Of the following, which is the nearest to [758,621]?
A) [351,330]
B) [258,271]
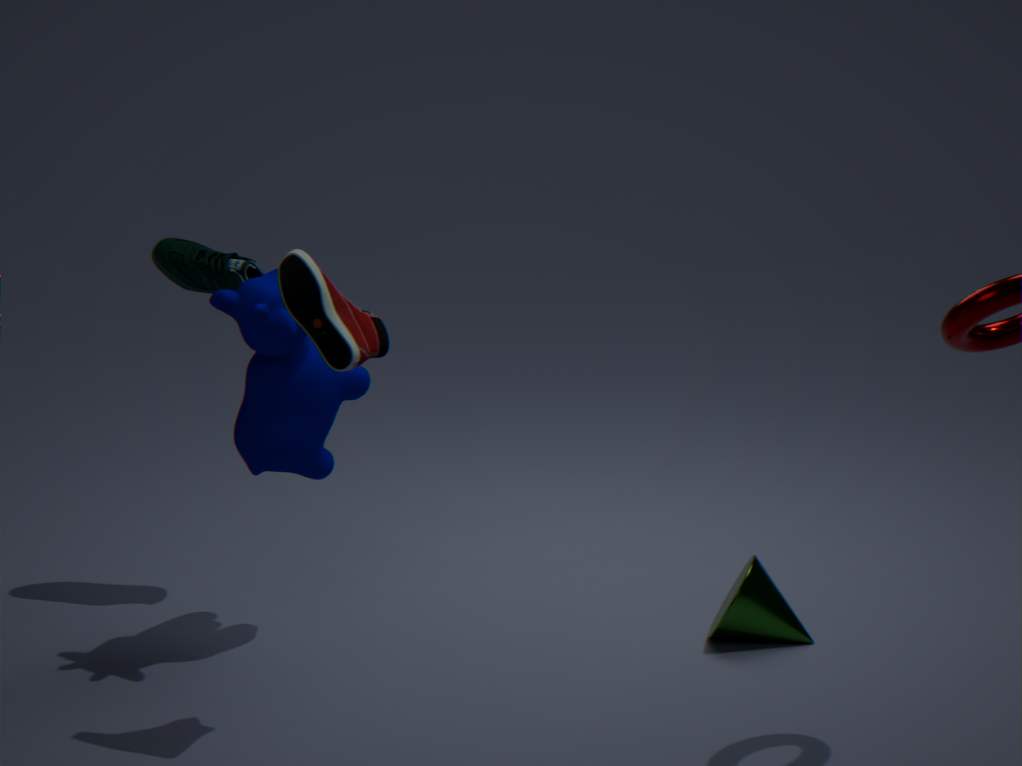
[351,330]
